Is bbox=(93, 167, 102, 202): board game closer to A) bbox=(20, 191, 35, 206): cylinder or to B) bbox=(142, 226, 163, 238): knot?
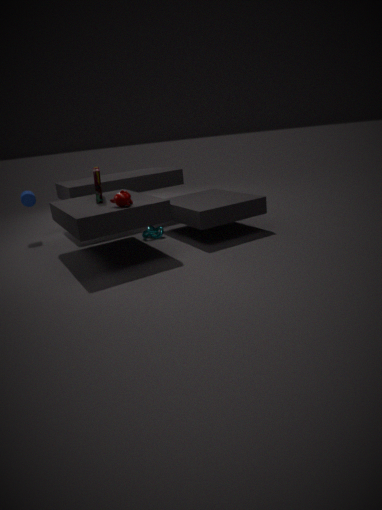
B) bbox=(142, 226, 163, 238): knot
